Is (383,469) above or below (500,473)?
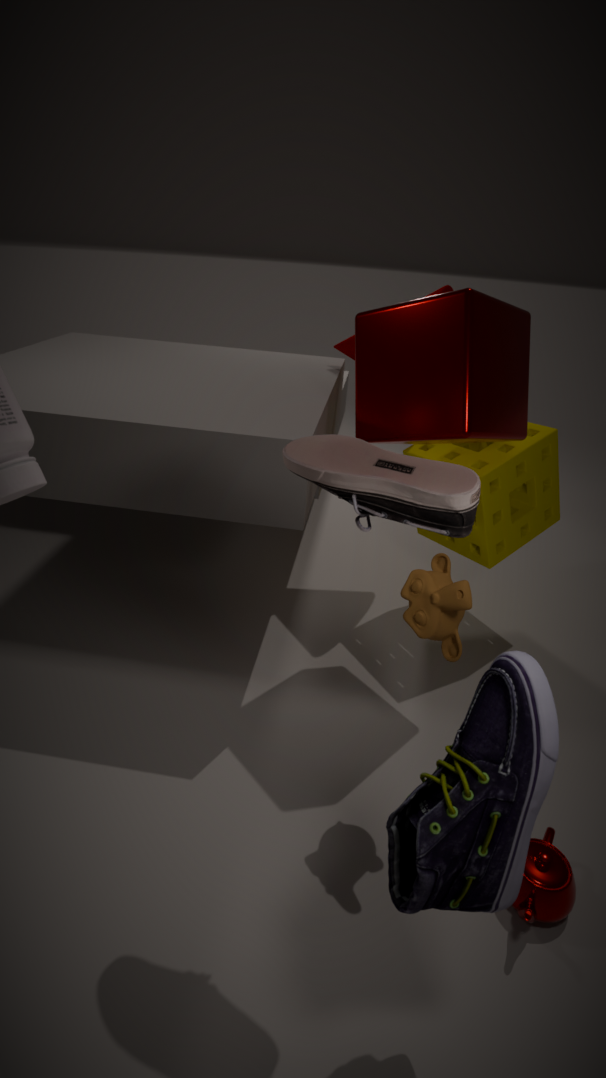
above
